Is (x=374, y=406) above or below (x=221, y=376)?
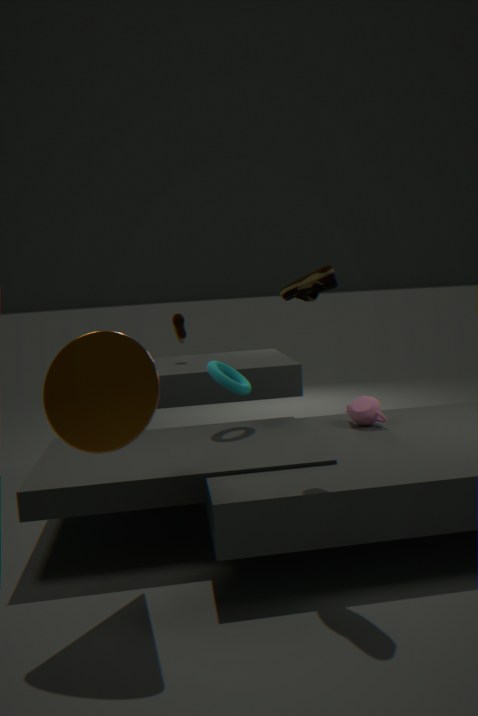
below
